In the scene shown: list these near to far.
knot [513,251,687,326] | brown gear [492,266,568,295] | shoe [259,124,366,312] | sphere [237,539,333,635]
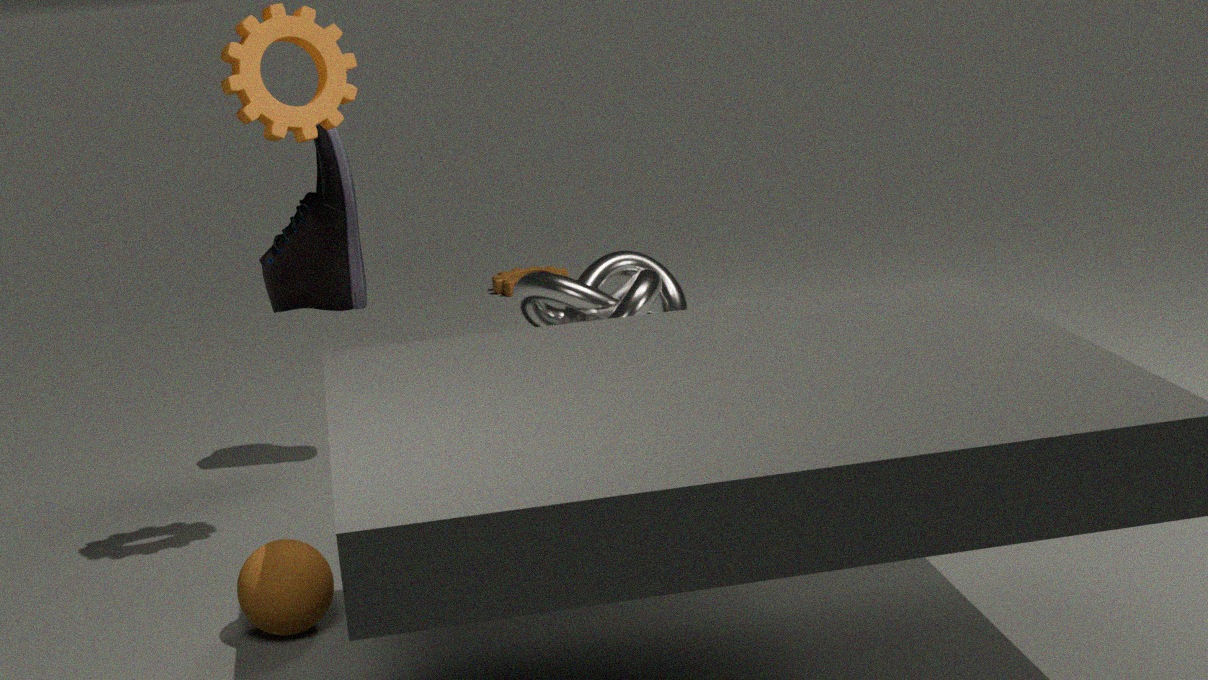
1. sphere [237,539,333,635]
2. shoe [259,124,366,312]
3. knot [513,251,687,326]
4. brown gear [492,266,568,295]
